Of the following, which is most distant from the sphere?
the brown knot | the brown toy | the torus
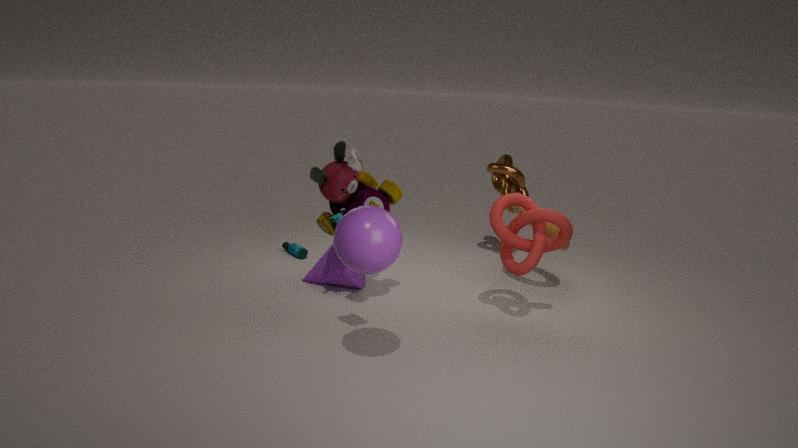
the brown knot
